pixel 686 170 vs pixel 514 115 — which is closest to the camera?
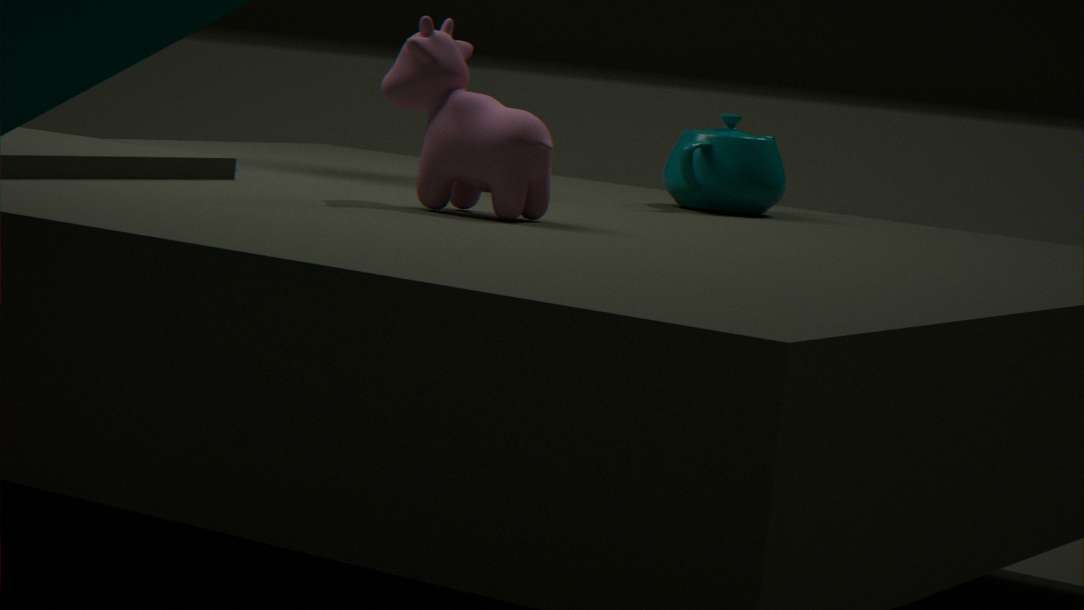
pixel 514 115
